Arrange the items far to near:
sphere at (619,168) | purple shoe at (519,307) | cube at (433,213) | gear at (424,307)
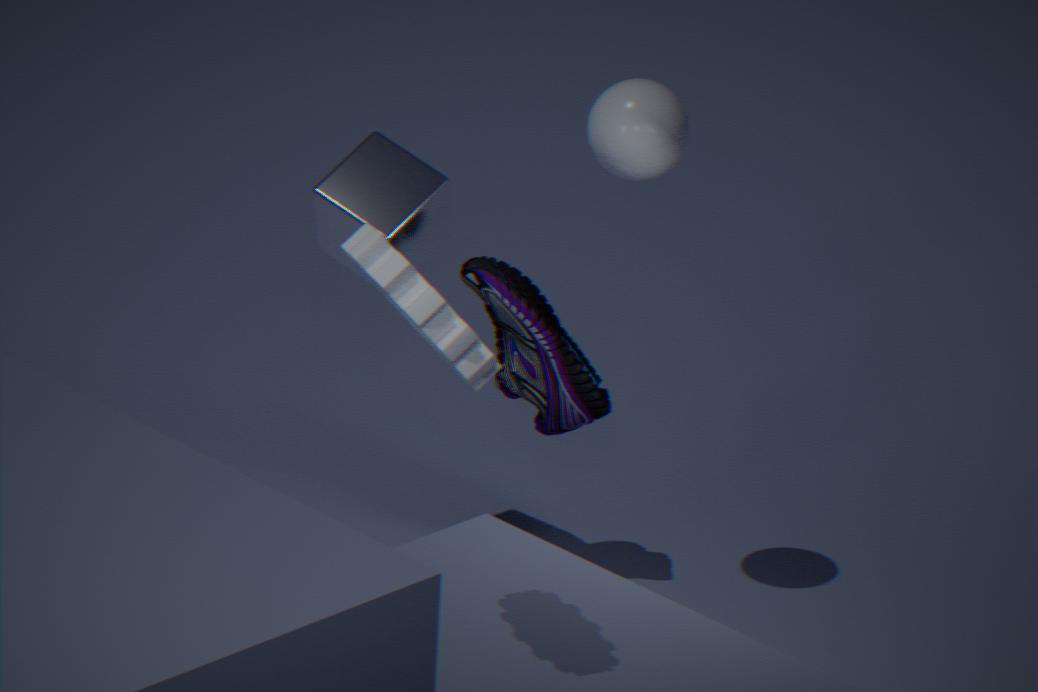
1. purple shoe at (519,307)
2. cube at (433,213)
3. sphere at (619,168)
4. gear at (424,307)
